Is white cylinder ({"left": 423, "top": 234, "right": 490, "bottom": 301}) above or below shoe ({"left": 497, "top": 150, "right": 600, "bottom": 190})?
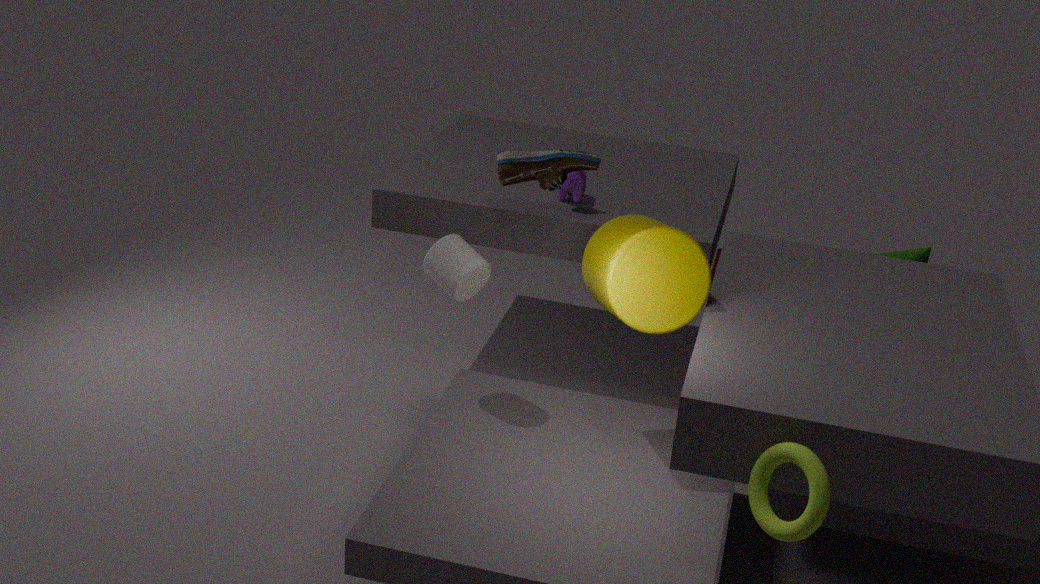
below
